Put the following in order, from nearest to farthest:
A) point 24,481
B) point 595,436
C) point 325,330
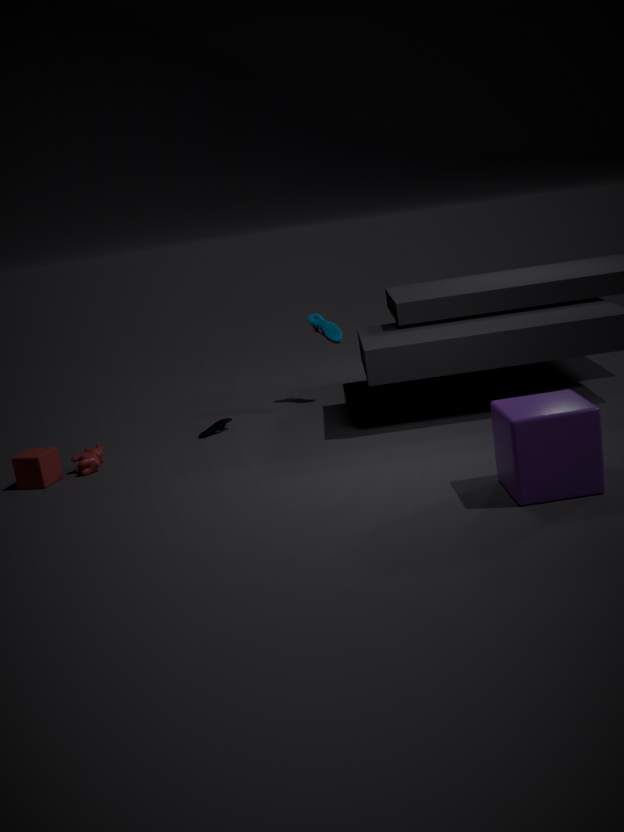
point 595,436 → point 24,481 → point 325,330
